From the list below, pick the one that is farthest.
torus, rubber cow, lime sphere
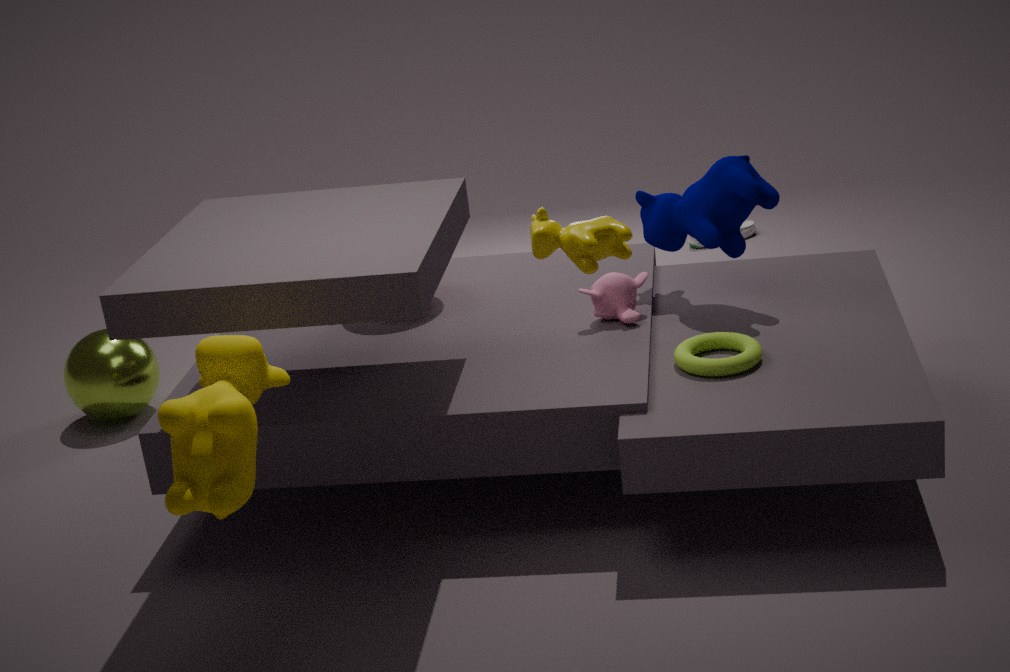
lime sphere
